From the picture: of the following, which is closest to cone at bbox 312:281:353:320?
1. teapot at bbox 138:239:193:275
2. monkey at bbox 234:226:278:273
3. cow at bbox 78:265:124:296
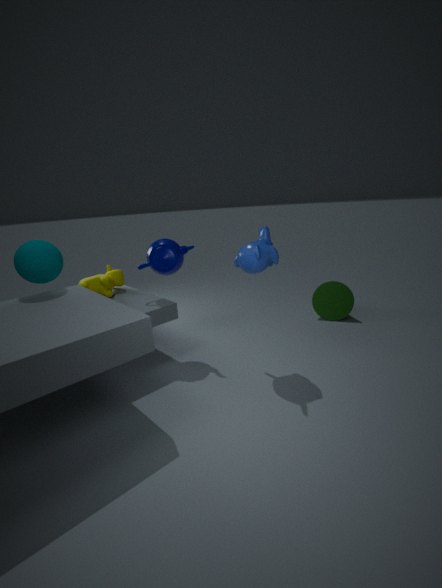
monkey at bbox 234:226:278:273
